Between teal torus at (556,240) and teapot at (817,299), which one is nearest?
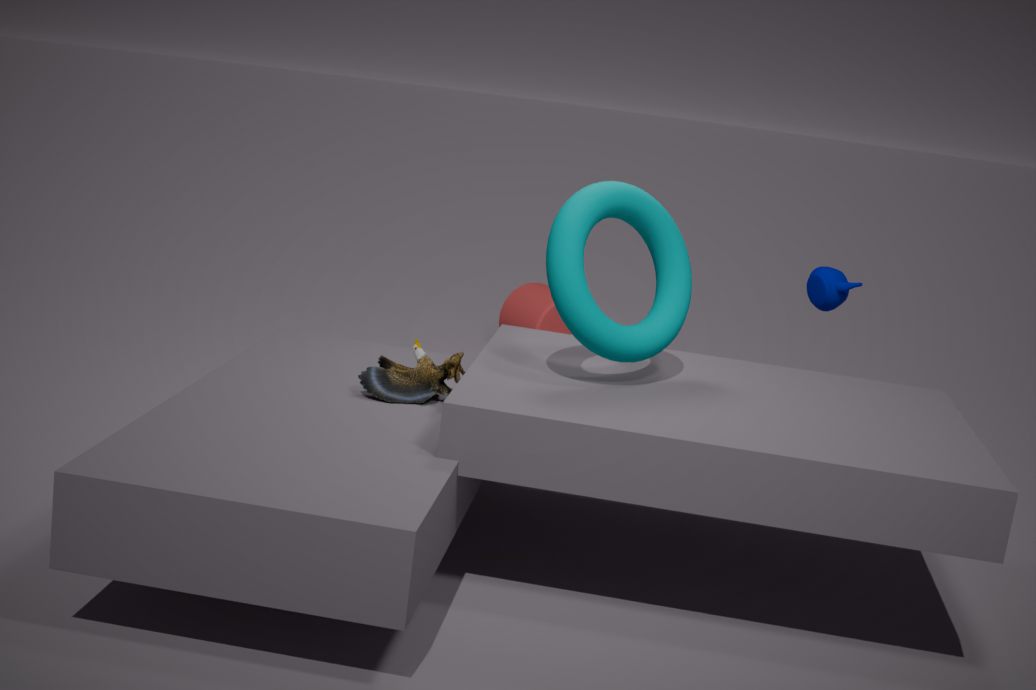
teal torus at (556,240)
